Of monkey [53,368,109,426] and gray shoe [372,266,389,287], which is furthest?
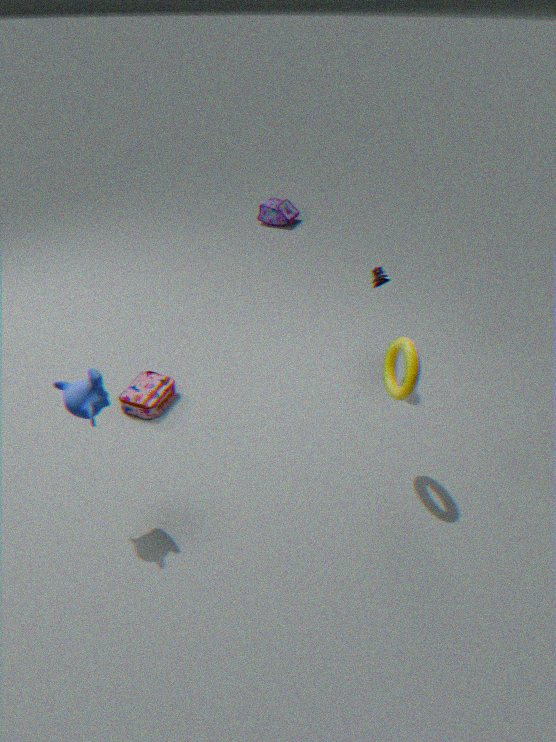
gray shoe [372,266,389,287]
